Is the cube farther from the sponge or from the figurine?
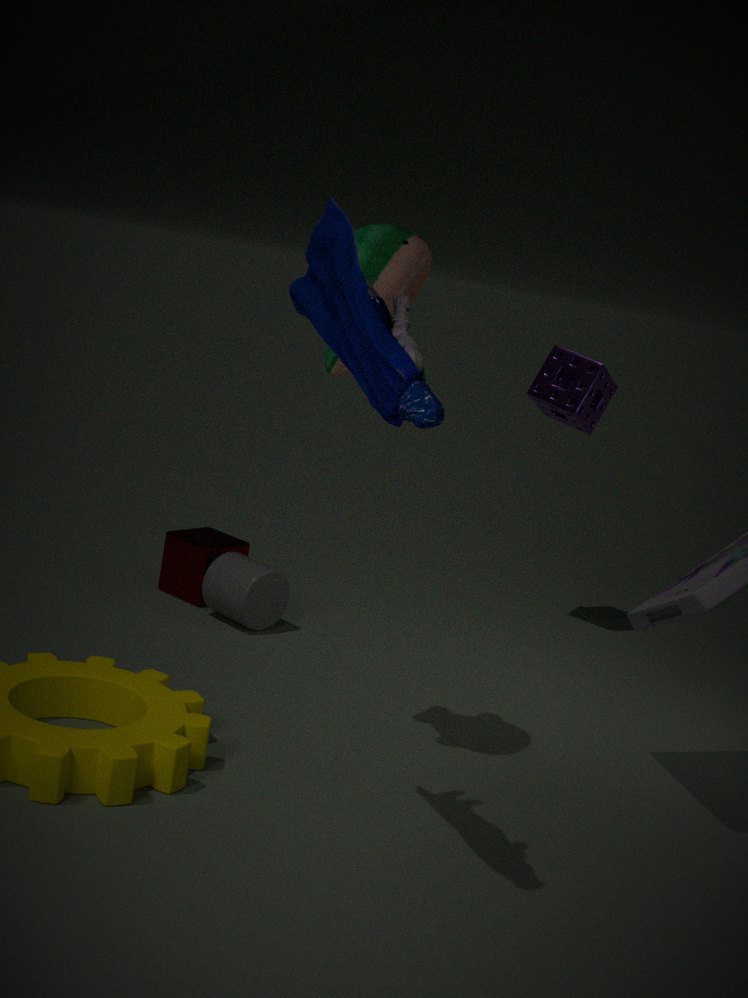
the figurine
